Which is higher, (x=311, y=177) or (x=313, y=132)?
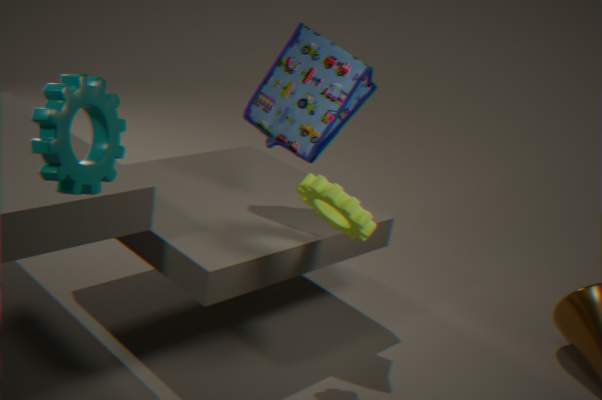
(x=313, y=132)
